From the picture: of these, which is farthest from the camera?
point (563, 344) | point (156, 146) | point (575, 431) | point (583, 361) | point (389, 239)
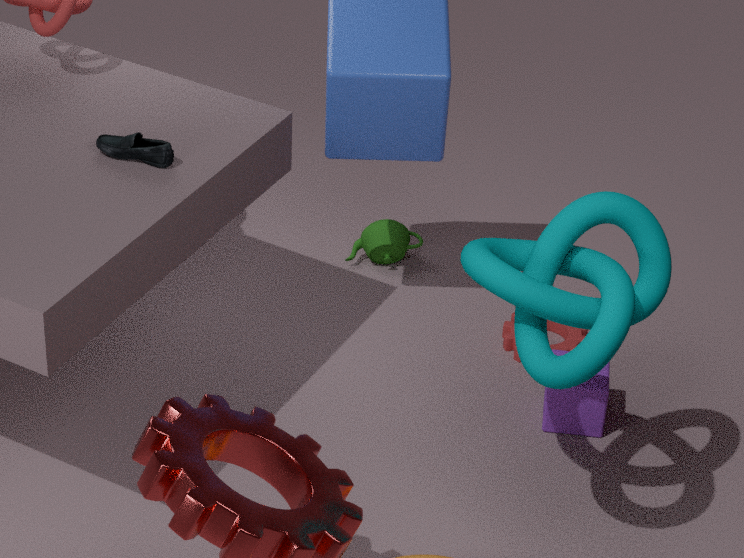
point (389, 239)
